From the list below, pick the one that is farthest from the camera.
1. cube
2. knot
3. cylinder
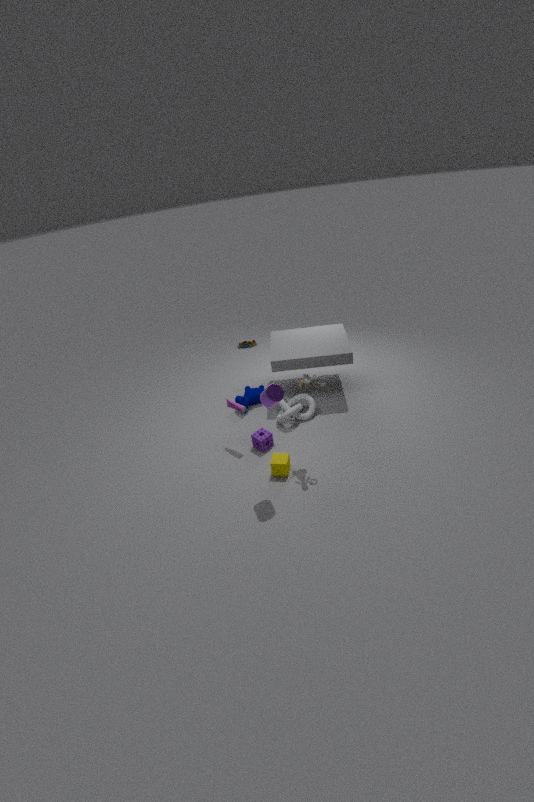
knot
